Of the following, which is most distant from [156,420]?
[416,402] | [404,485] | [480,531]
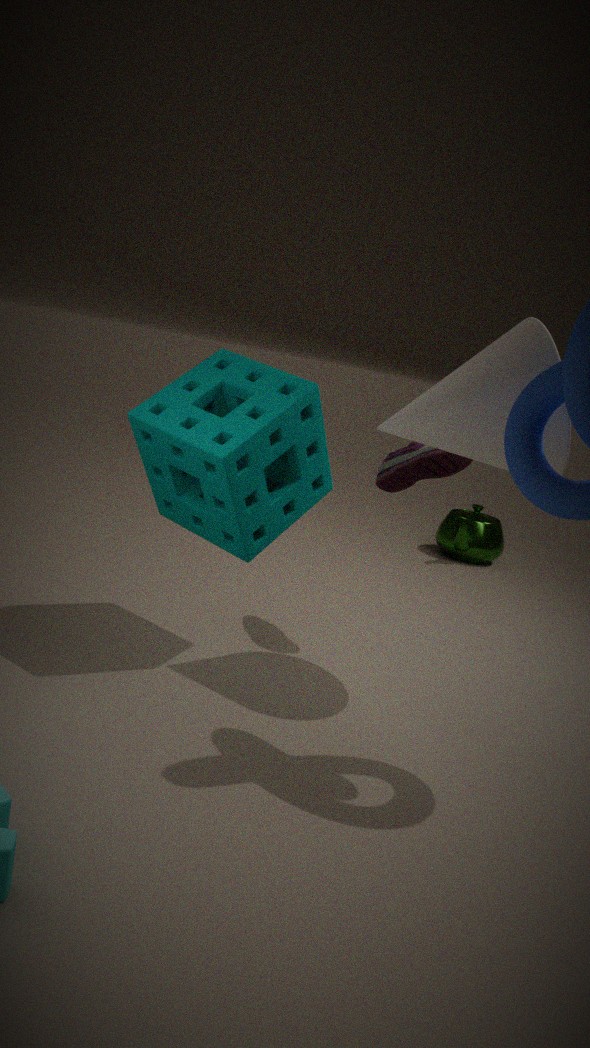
[480,531]
